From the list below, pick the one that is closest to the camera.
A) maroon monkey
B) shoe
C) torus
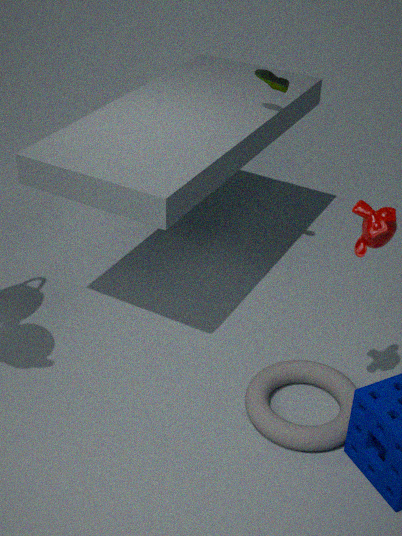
maroon monkey
